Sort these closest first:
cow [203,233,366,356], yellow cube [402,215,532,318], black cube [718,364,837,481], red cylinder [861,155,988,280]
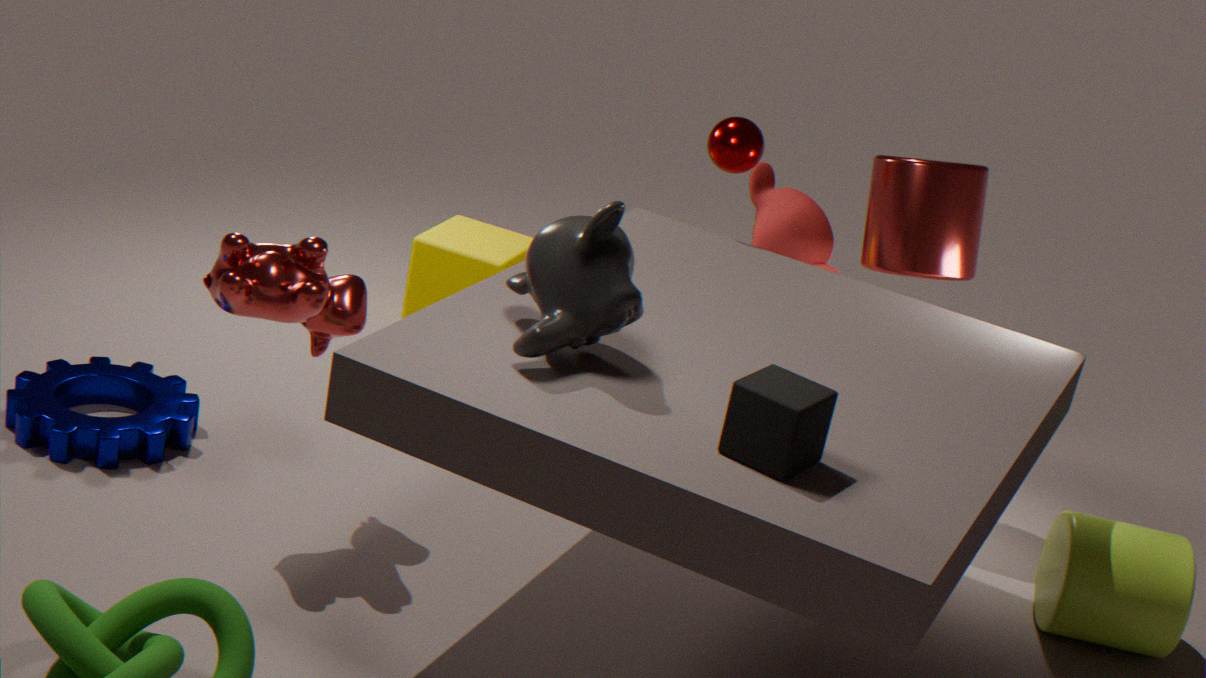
black cube [718,364,837,481] < cow [203,233,366,356] < red cylinder [861,155,988,280] < yellow cube [402,215,532,318]
